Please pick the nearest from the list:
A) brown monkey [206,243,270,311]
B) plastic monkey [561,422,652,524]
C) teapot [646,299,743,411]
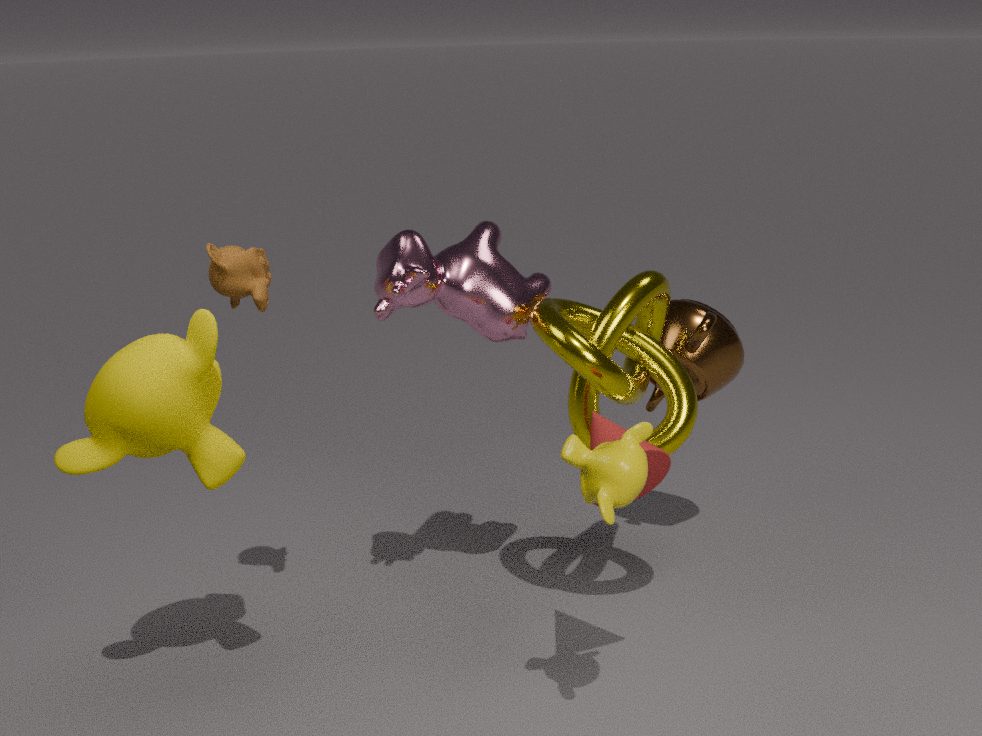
plastic monkey [561,422,652,524]
